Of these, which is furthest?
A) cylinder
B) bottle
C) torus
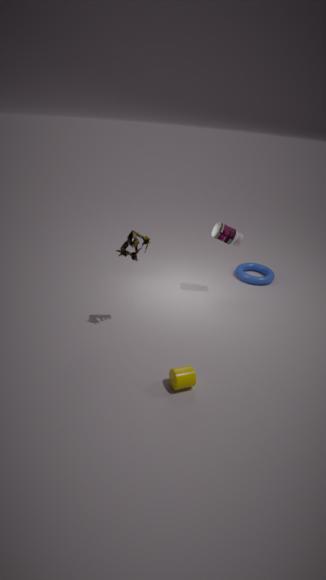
torus
